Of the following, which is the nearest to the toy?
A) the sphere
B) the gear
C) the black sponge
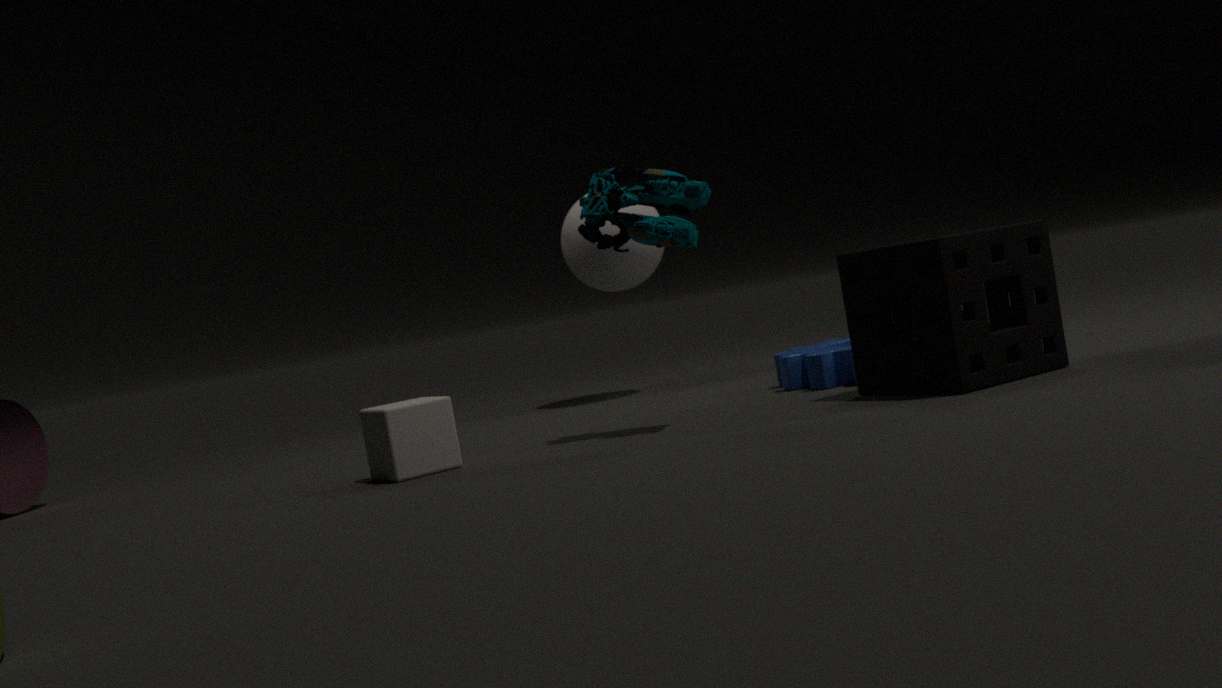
the black sponge
